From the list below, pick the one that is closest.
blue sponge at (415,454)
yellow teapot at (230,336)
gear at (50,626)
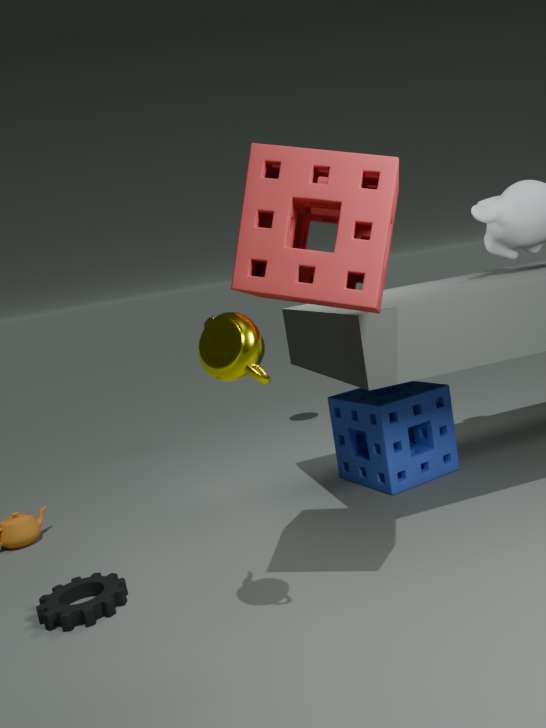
yellow teapot at (230,336)
